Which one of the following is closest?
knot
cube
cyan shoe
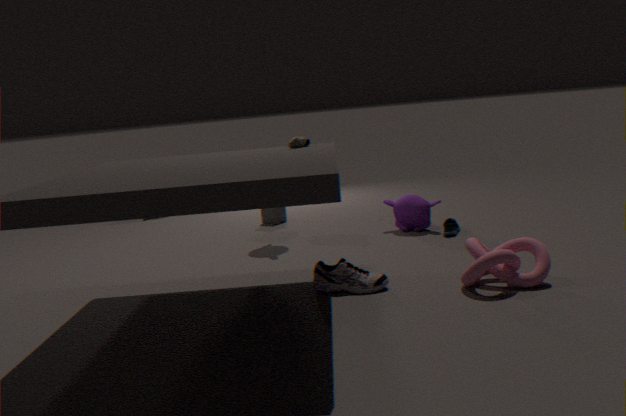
knot
